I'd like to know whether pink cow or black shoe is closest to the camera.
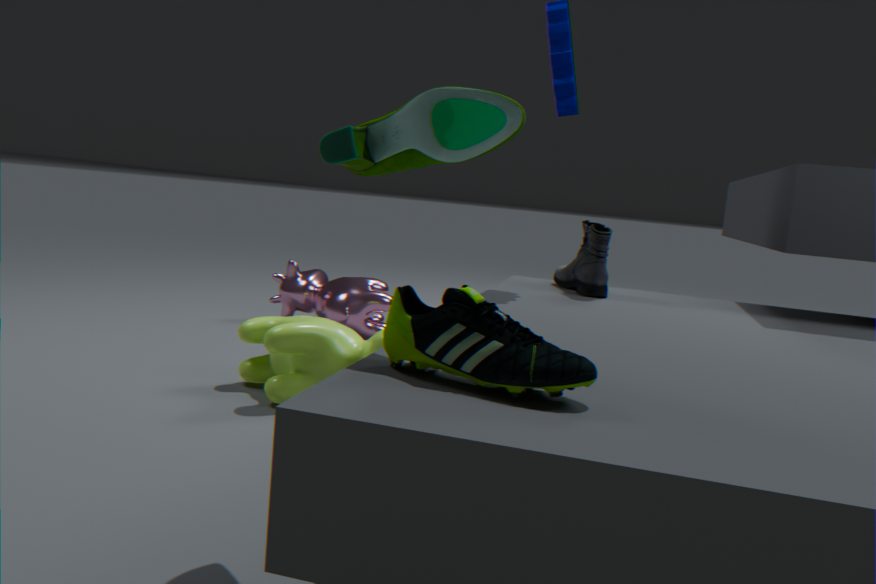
black shoe
